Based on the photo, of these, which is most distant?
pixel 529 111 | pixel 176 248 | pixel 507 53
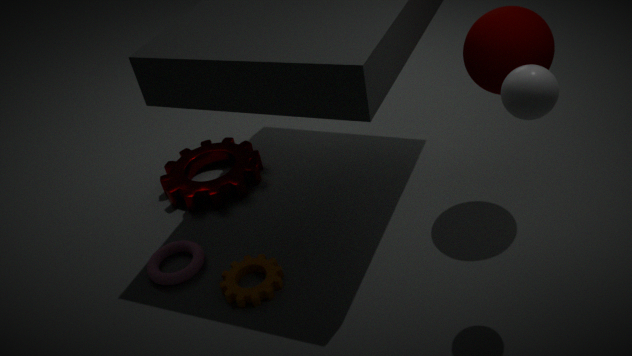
pixel 176 248
